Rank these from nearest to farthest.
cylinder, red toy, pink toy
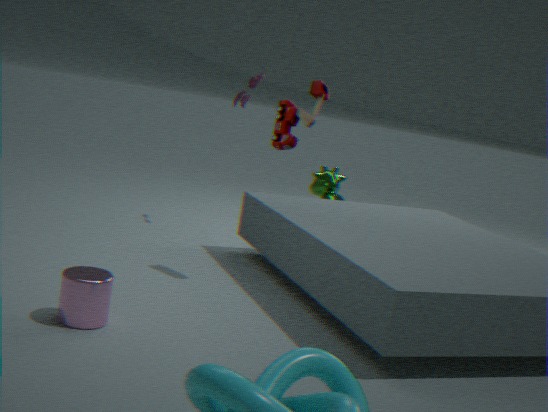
cylinder
red toy
pink toy
